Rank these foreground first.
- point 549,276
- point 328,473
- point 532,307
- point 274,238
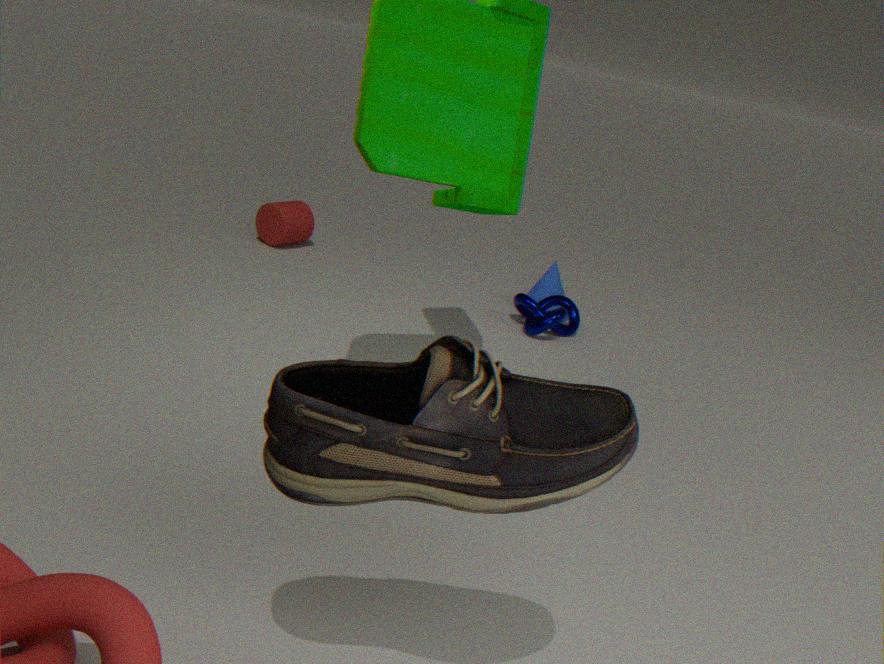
point 328,473 < point 532,307 < point 549,276 < point 274,238
